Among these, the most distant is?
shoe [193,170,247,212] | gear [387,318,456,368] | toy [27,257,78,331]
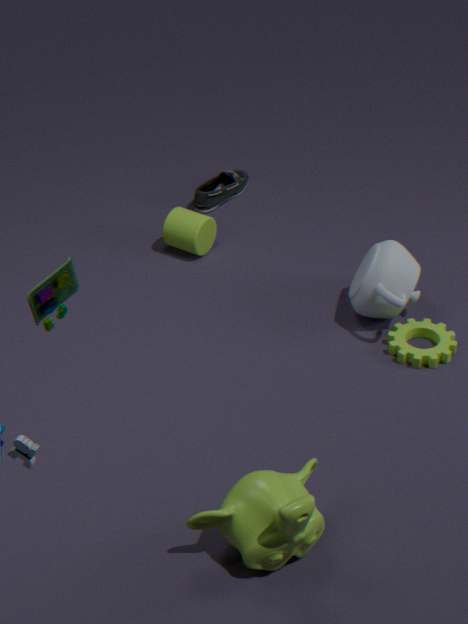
shoe [193,170,247,212]
